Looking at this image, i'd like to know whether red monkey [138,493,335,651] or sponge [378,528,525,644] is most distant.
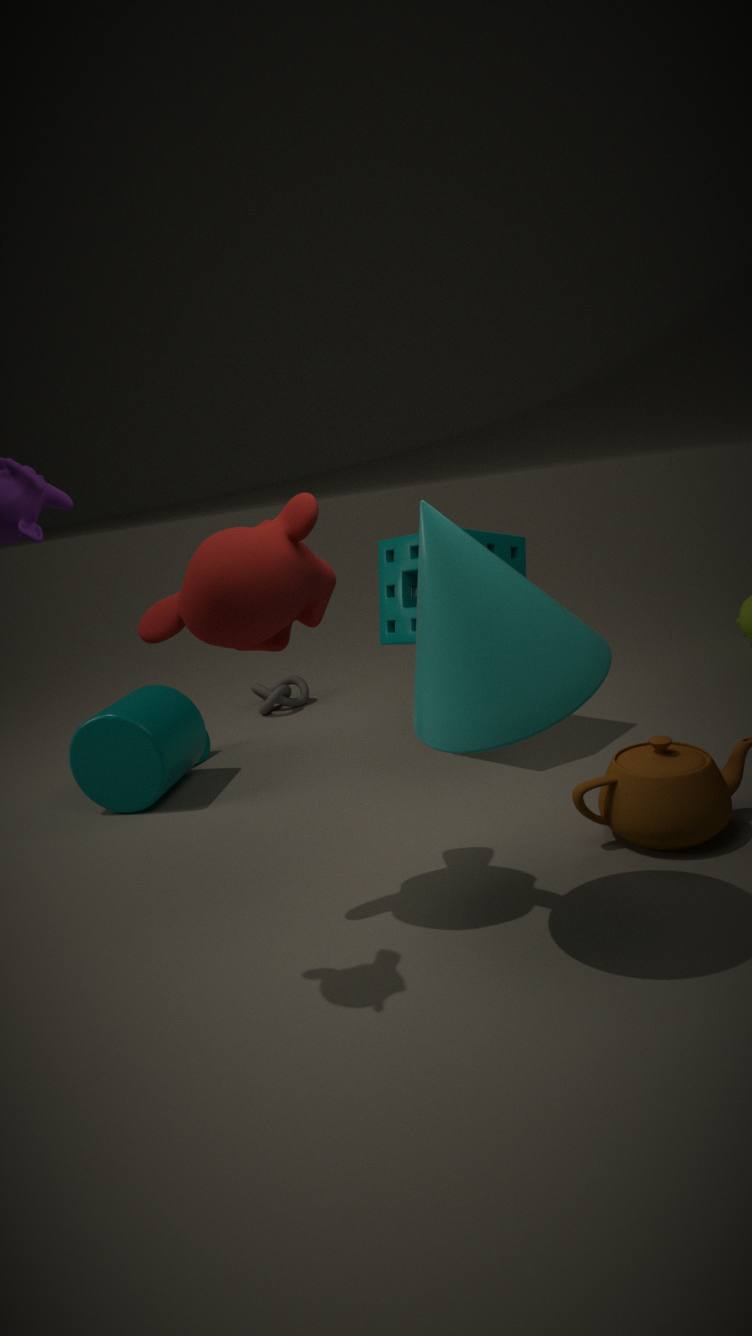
sponge [378,528,525,644]
